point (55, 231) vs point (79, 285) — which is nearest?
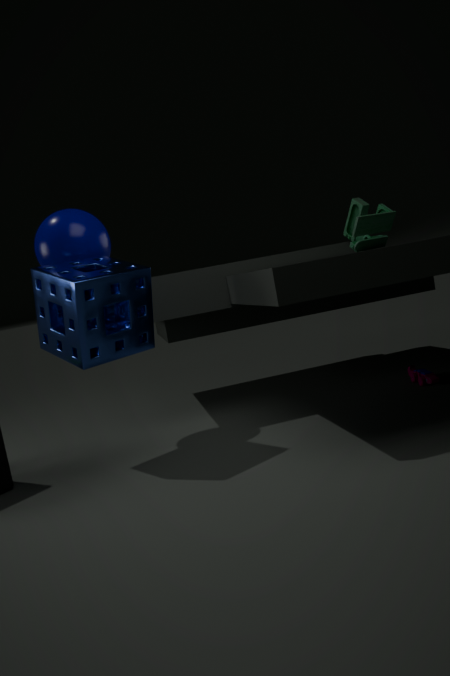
point (79, 285)
